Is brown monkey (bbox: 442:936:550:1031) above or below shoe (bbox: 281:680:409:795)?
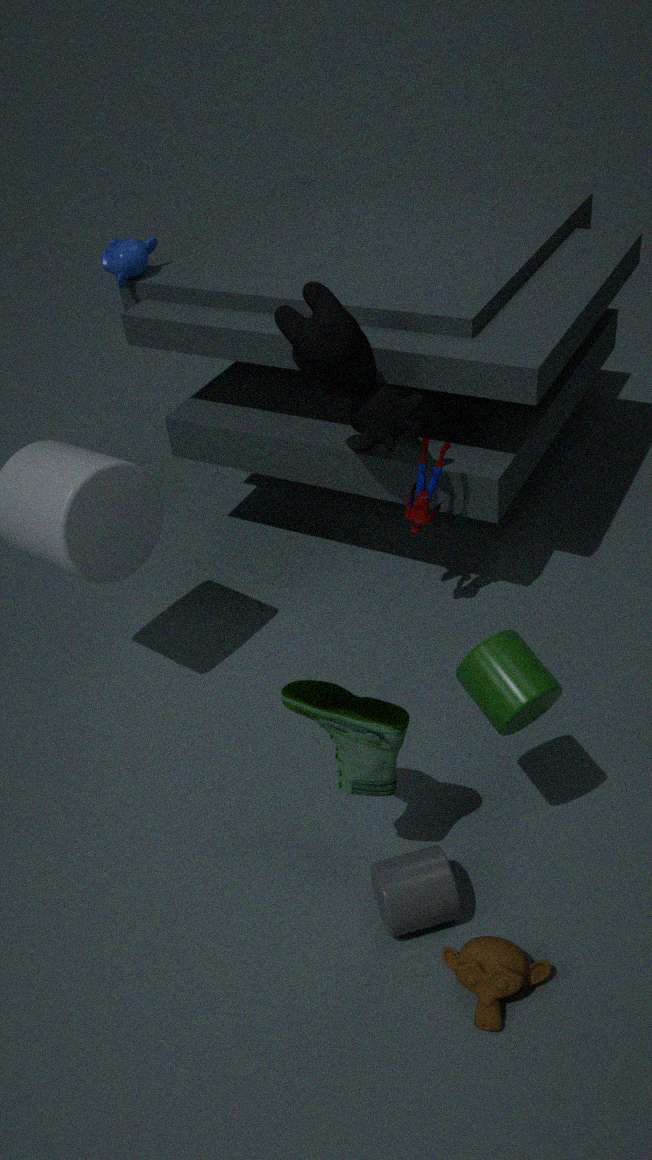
below
